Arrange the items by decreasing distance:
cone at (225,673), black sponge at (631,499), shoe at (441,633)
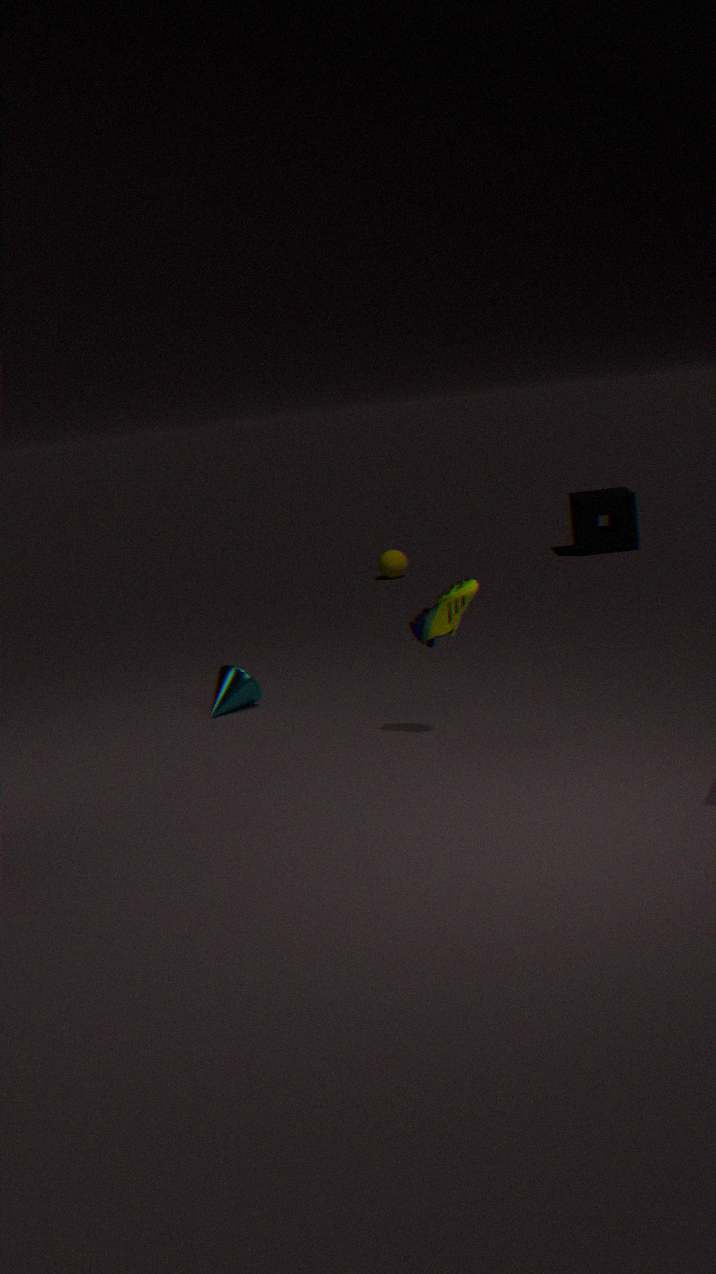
black sponge at (631,499), cone at (225,673), shoe at (441,633)
